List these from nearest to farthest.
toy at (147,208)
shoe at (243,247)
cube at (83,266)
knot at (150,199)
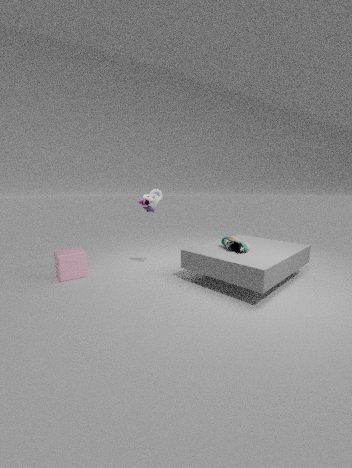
shoe at (243,247) → cube at (83,266) → knot at (150,199) → toy at (147,208)
